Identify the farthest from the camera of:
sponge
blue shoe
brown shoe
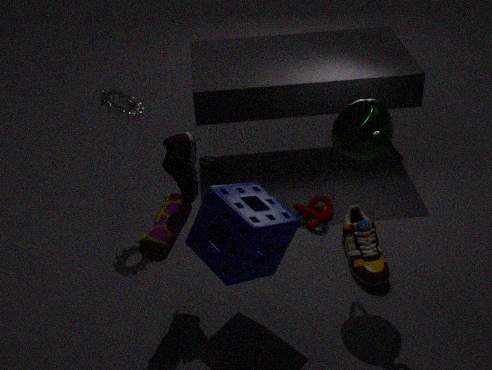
blue shoe
